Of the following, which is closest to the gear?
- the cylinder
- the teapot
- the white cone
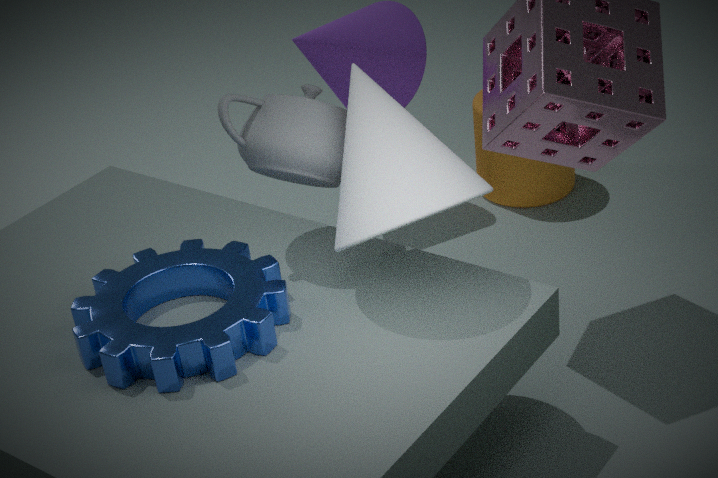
the white cone
